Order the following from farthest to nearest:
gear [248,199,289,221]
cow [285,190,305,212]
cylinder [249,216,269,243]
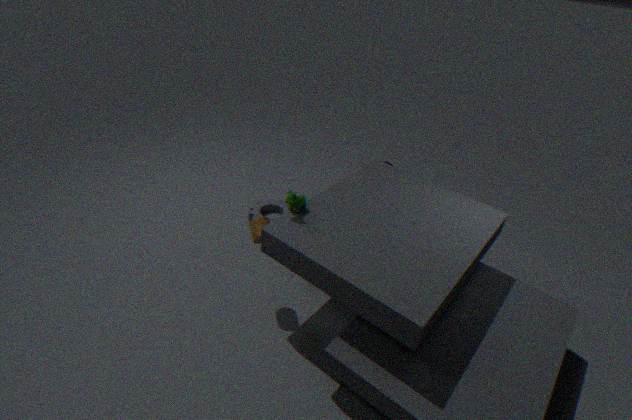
gear [248,199,289,221], cylinder [249,216,269,243], cow [285,190,305,212]
